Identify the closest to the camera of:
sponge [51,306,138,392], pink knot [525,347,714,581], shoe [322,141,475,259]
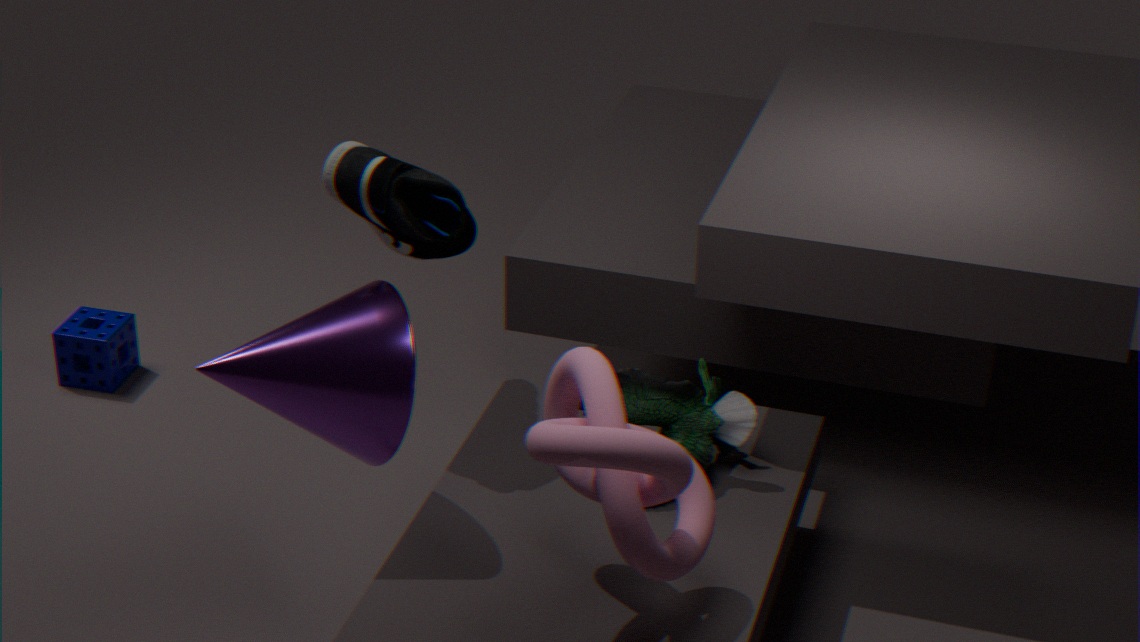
pink knot [525,347,714,581]
